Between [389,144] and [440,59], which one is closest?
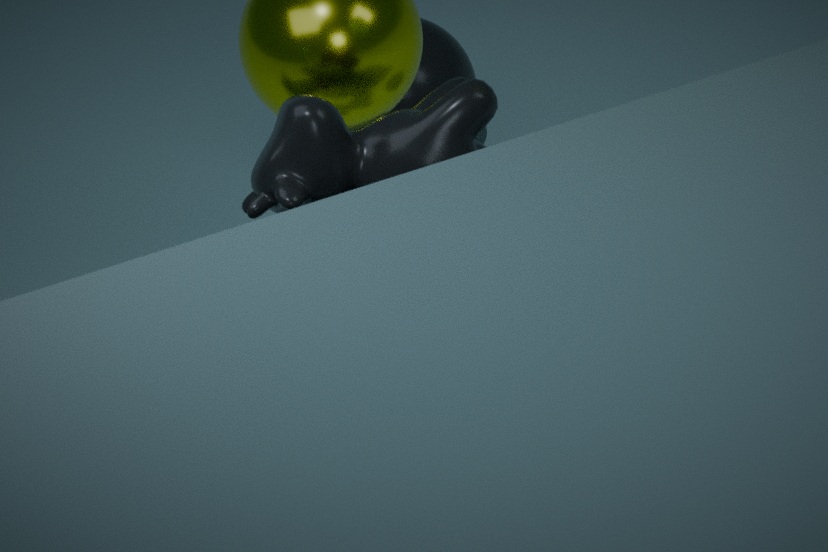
[389,144]
